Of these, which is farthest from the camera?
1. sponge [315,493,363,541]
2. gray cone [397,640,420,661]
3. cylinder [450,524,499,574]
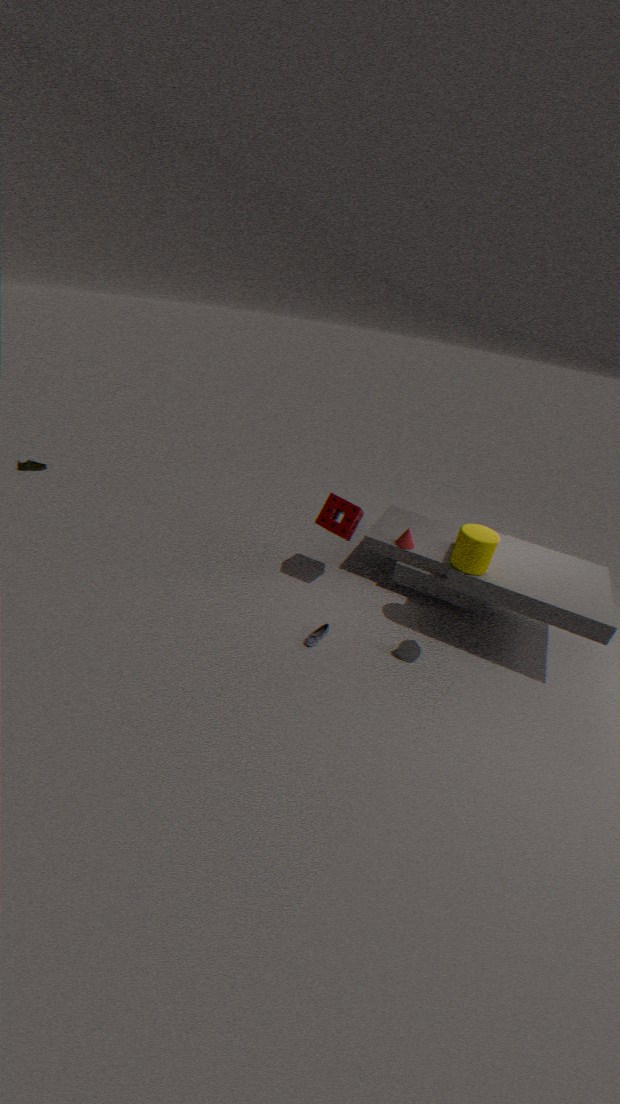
sponge [315,493,363,541]
